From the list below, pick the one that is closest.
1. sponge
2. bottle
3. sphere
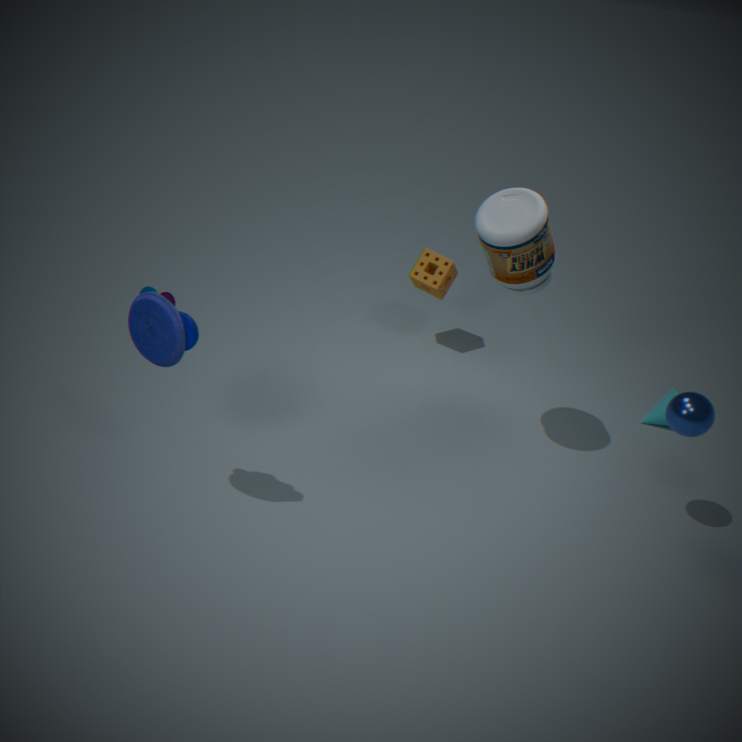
sphere
